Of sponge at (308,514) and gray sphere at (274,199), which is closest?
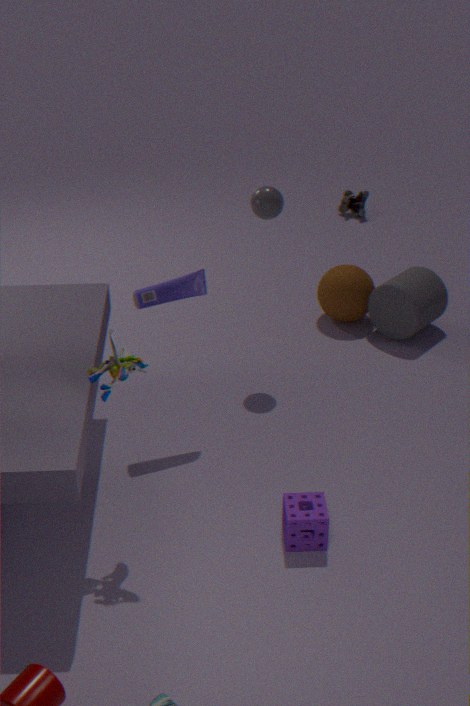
sponge at (308,514)
